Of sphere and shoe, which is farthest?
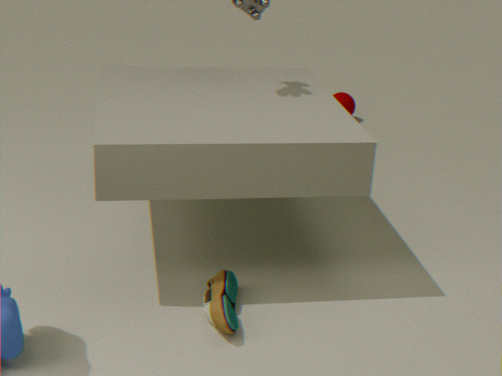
sphere
